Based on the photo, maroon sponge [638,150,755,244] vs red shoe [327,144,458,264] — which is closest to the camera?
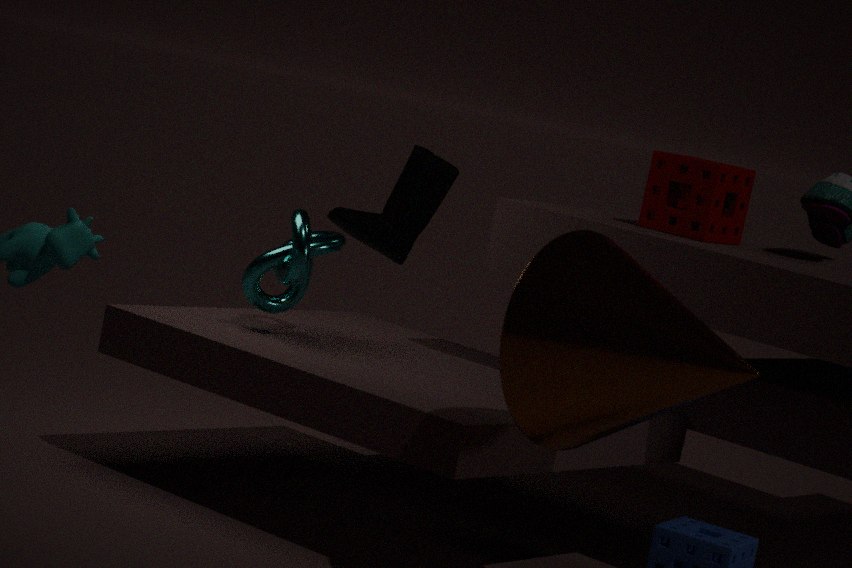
maroon sponge [638,150,755,244]
